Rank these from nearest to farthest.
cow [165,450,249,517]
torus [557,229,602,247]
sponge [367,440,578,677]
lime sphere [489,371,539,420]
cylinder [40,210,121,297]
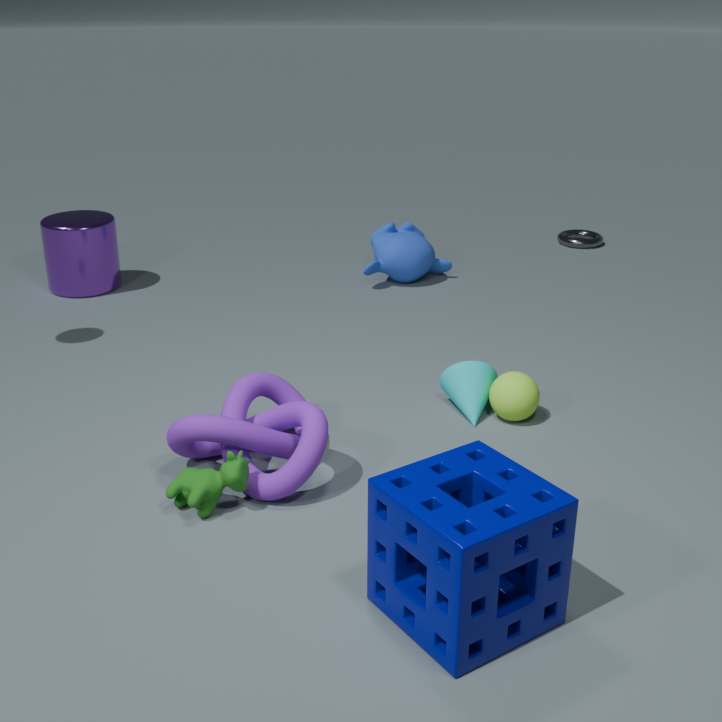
sponge [367,440,578,677]
cow [165,450,249,517]
lime sphere [489,371,539,420]
cylinder [40,210,121,297]
torus [557,229,602,247]
